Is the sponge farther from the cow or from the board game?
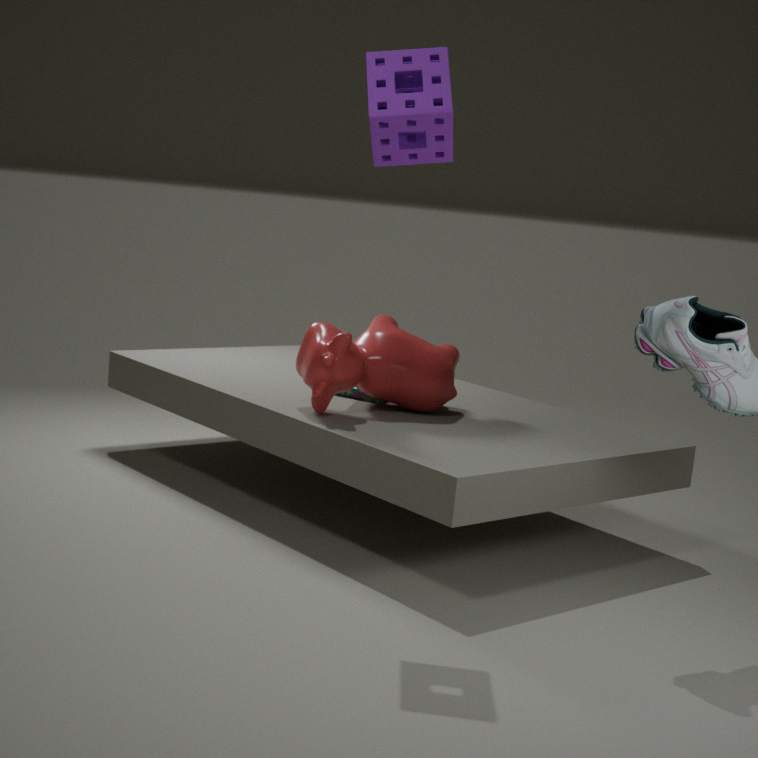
the board game
